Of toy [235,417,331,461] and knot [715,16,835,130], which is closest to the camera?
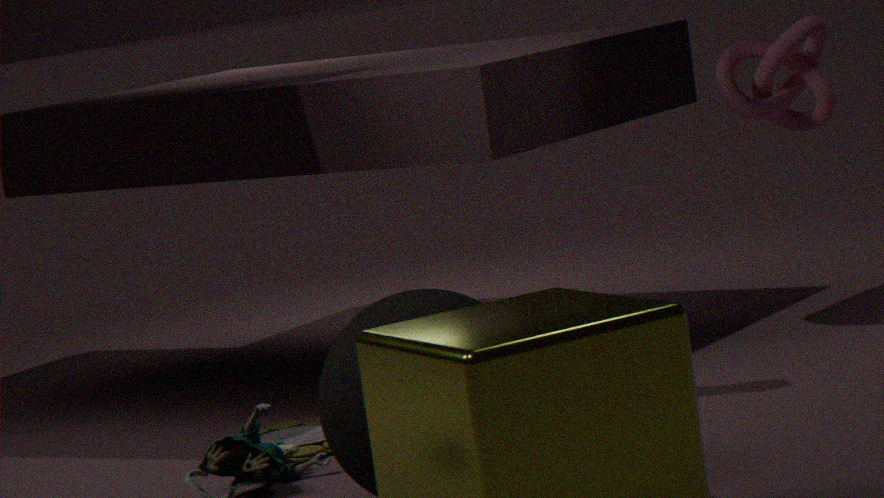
toy [235,417,331,461]
